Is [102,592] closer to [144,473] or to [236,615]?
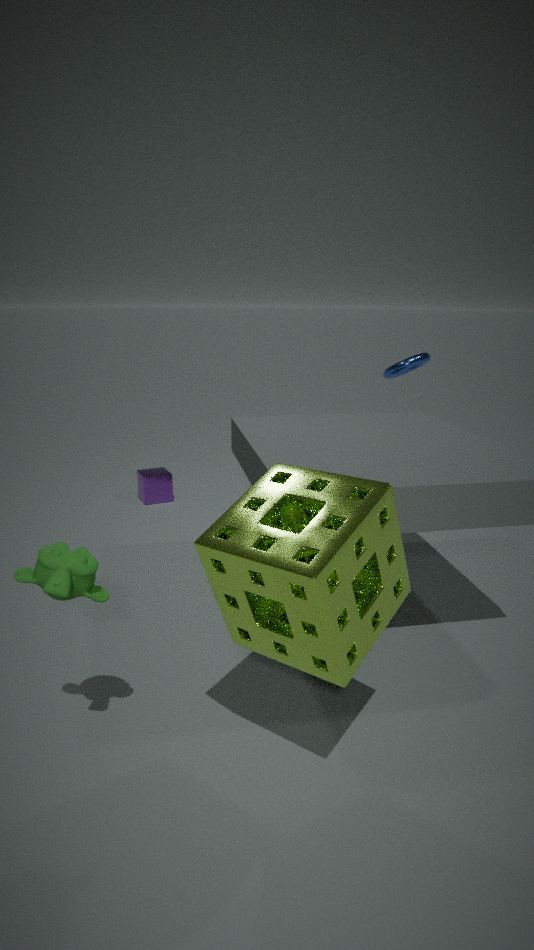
[236,615]
